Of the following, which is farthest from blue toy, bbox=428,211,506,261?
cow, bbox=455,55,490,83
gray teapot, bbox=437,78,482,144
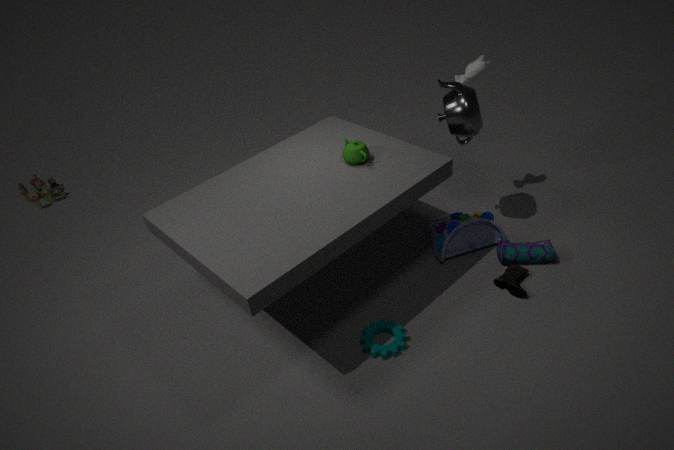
cow, bbox=455,55,490,83
